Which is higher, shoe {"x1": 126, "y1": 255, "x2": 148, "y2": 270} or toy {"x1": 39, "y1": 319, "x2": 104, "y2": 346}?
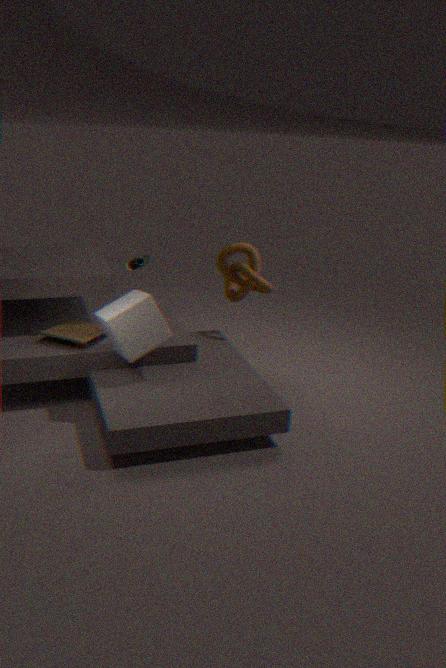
shoe {"x1": 126, "y1": 255, "x2": 148, "y2": 270}
